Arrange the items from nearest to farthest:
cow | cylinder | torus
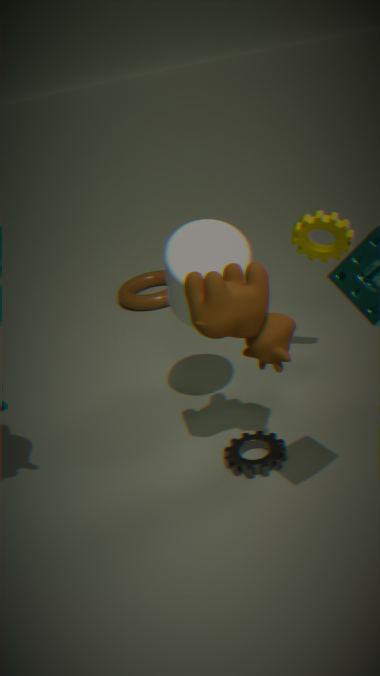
cow
cylinder
torus
